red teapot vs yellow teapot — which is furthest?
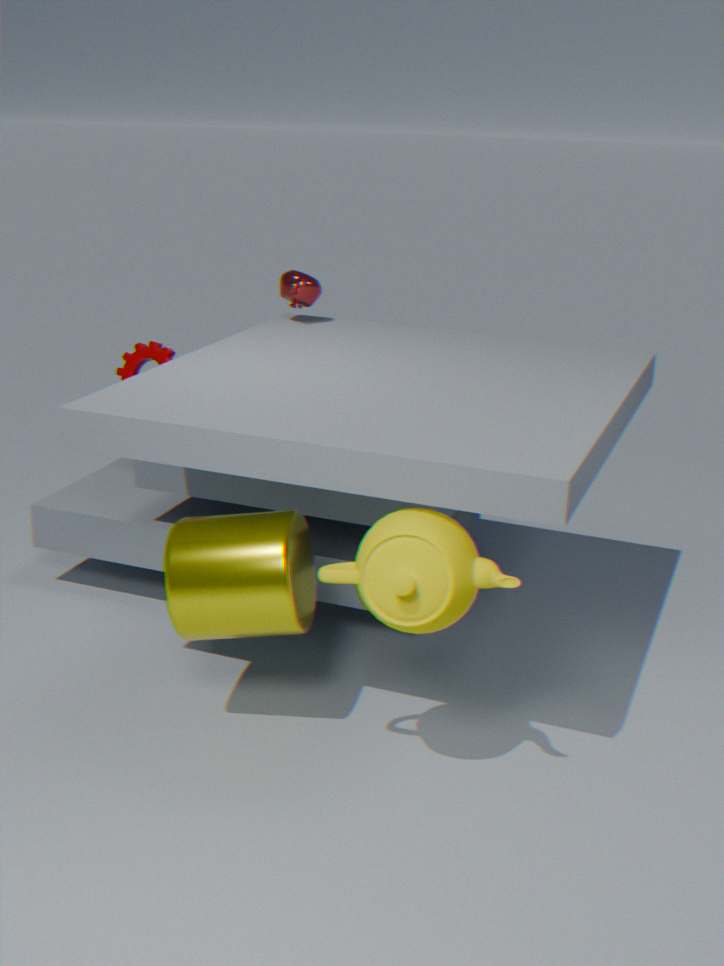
red teapot
